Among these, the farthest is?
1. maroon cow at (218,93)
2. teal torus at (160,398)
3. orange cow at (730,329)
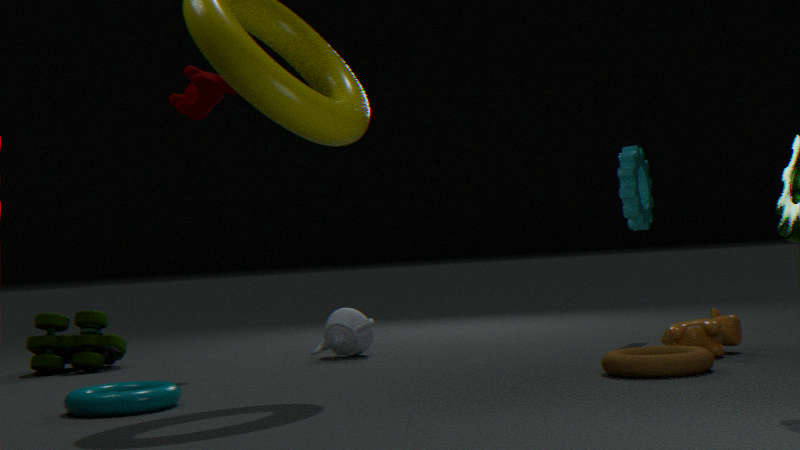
maroon cow at (218,93)
